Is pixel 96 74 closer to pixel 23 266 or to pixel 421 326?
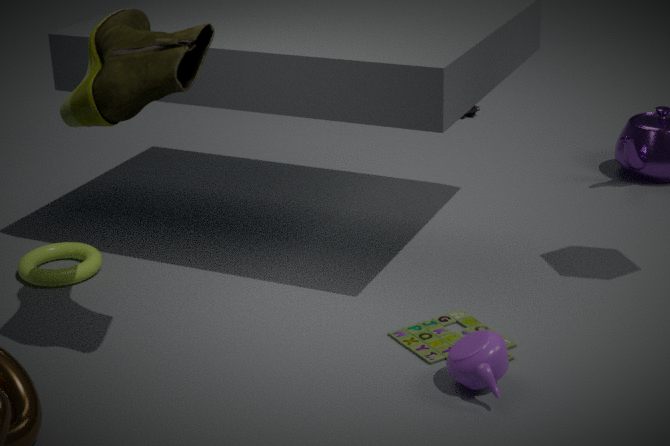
pixel 23 266
